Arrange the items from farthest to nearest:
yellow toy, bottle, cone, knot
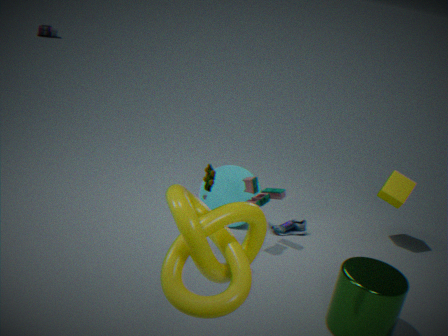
bottle, cone, yellow toy, knot
